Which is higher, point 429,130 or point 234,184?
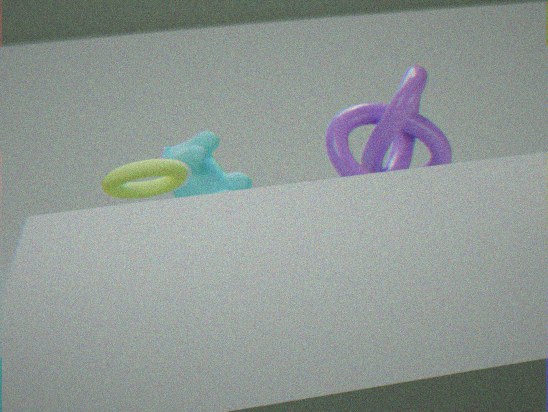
point 429,130
